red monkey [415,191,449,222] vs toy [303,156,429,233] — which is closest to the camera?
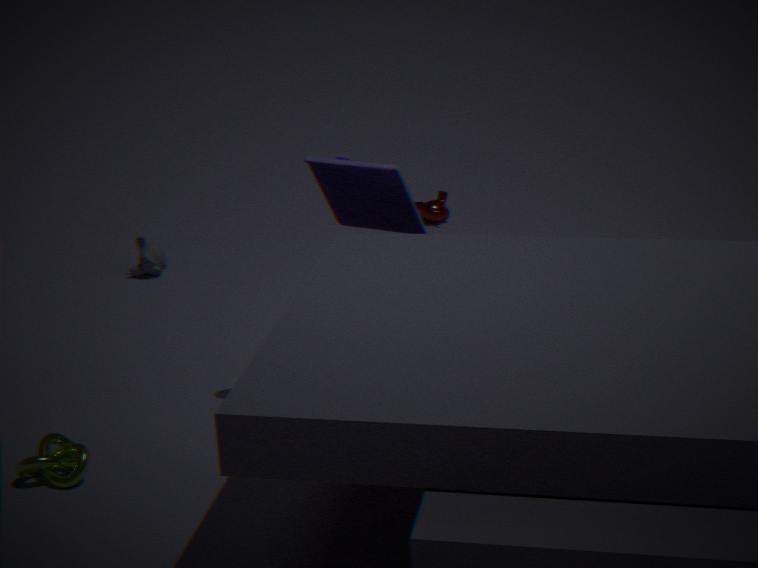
toy [303,156,429,233]
